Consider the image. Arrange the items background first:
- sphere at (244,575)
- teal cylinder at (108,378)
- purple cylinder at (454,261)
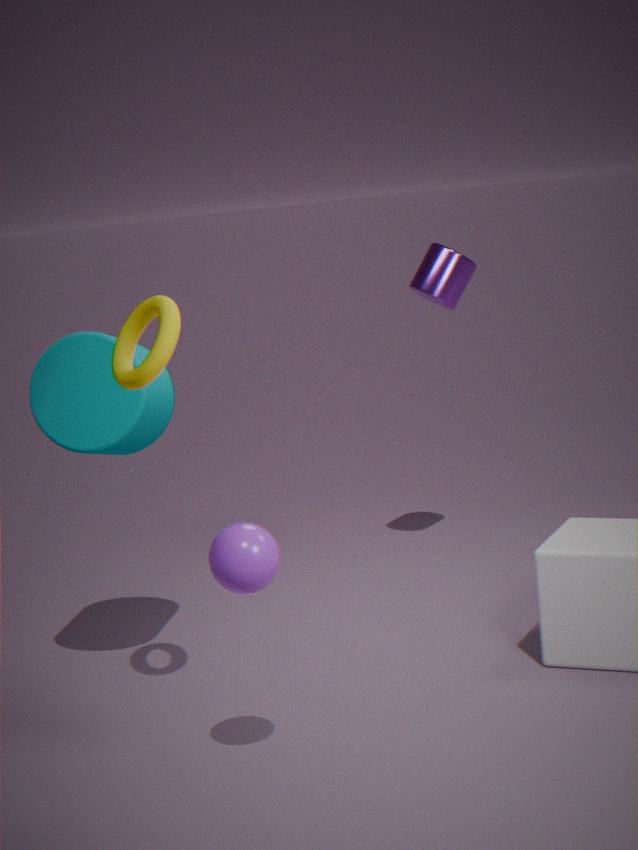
purple cylinder at (454,261), teal cylinder at (108,378), sphere at (244,575)
